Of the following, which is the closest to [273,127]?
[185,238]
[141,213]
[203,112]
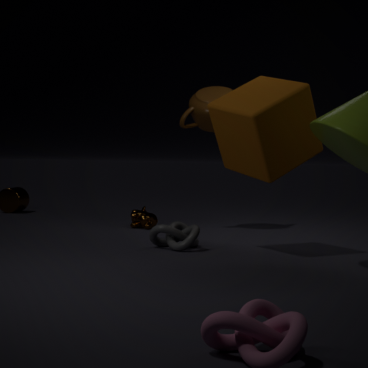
[185,238]
